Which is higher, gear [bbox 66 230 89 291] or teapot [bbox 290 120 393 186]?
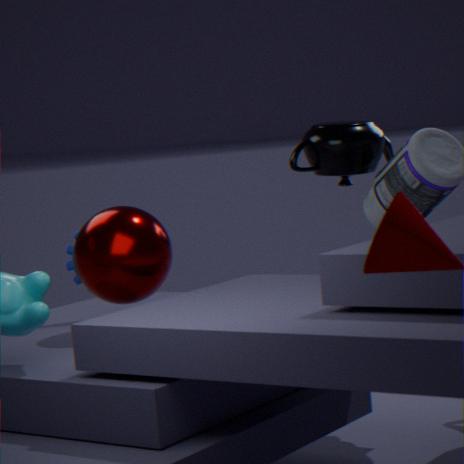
teapot [bbox 290 120 393 186]
